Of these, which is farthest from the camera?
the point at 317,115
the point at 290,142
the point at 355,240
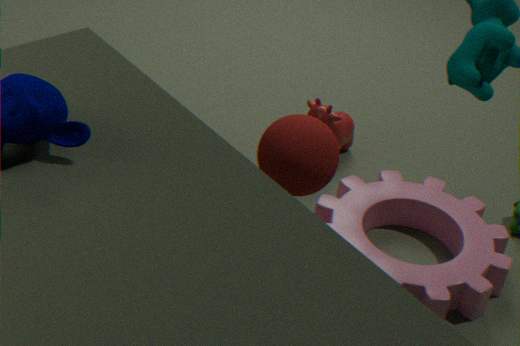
the point at 317,115
